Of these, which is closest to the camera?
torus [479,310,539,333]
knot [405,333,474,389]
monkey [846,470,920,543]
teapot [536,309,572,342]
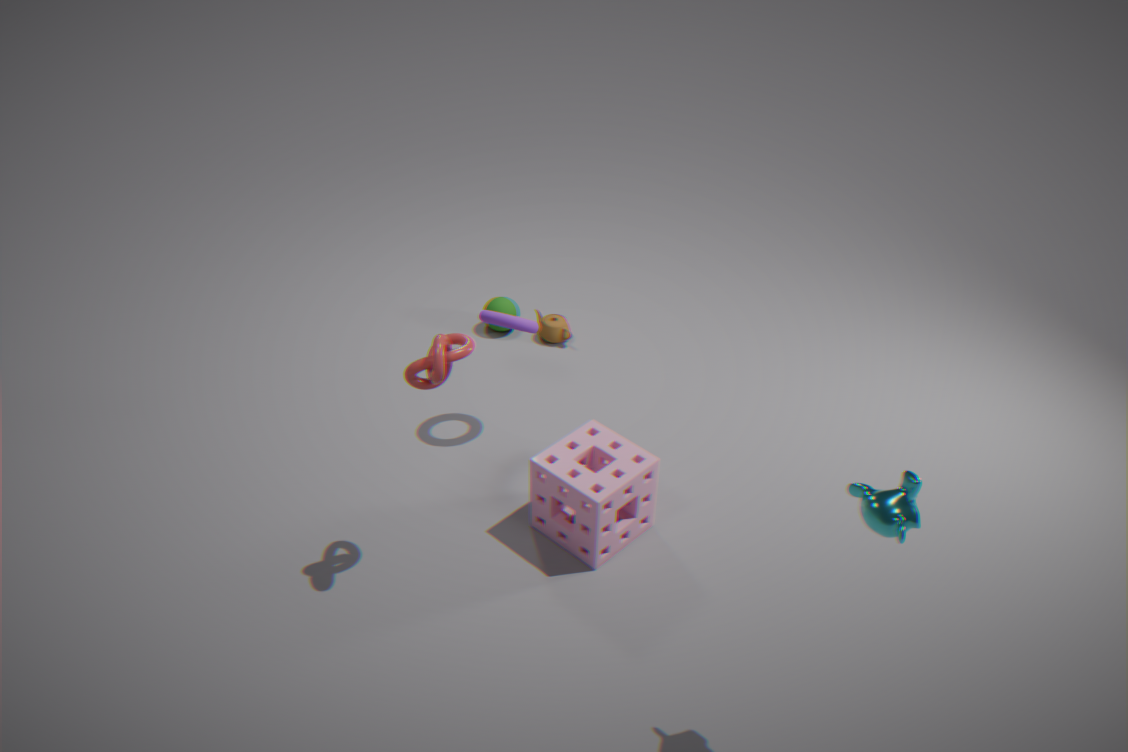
monkey [846,470,920,543]
